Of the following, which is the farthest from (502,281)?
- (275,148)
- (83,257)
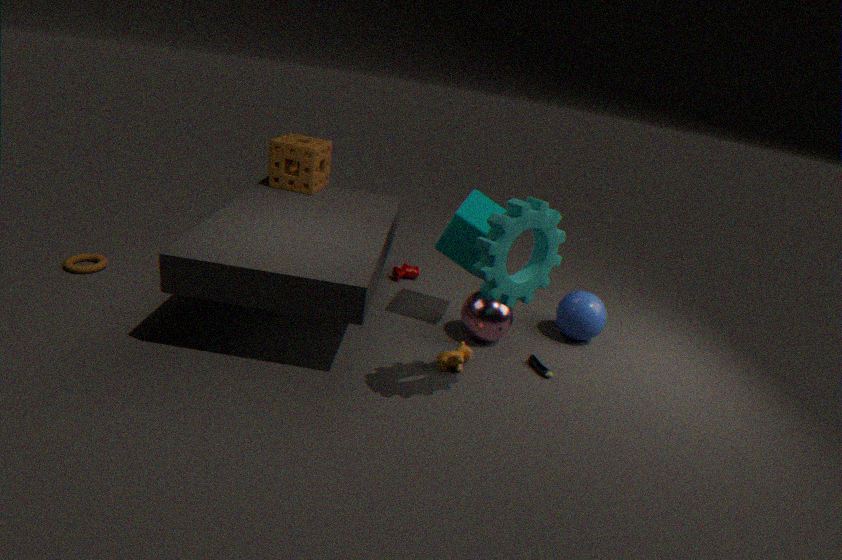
(83,257)
